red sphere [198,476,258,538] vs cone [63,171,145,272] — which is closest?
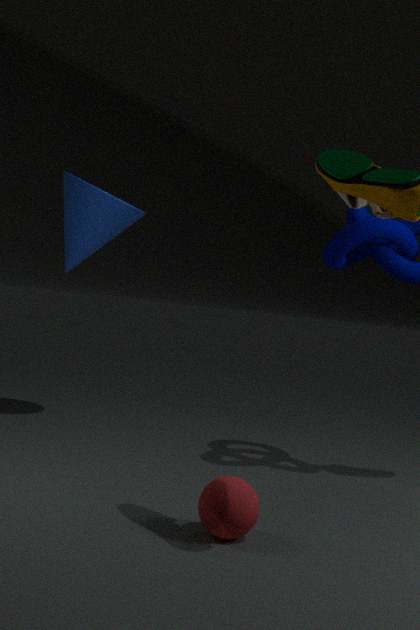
red sphere [198,476,258,538]
